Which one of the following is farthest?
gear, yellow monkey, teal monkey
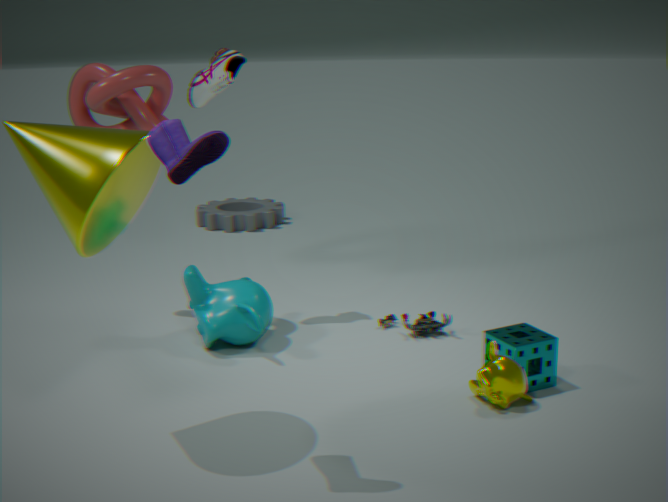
gear
